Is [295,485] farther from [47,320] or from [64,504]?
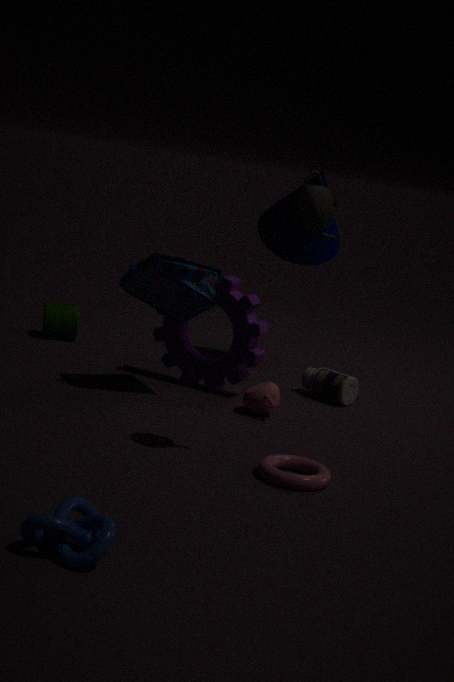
[47,320]
